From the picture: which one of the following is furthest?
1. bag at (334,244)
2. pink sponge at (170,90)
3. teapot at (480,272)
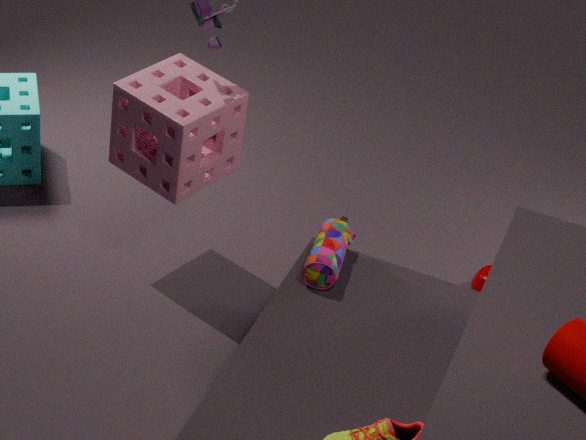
teapot at (480,272)
